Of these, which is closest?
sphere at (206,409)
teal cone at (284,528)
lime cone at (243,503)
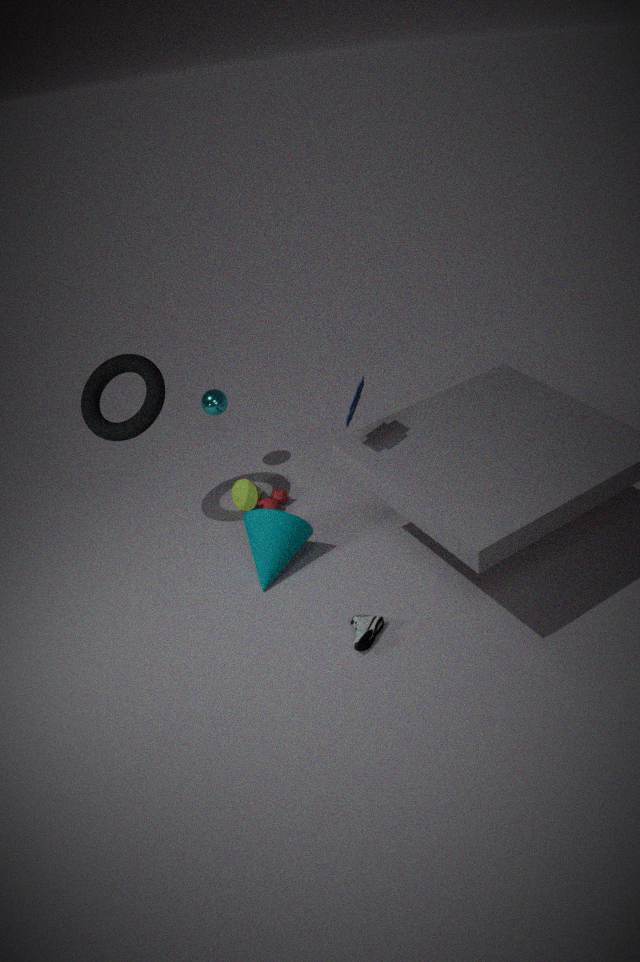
teal cone at (284,528)
